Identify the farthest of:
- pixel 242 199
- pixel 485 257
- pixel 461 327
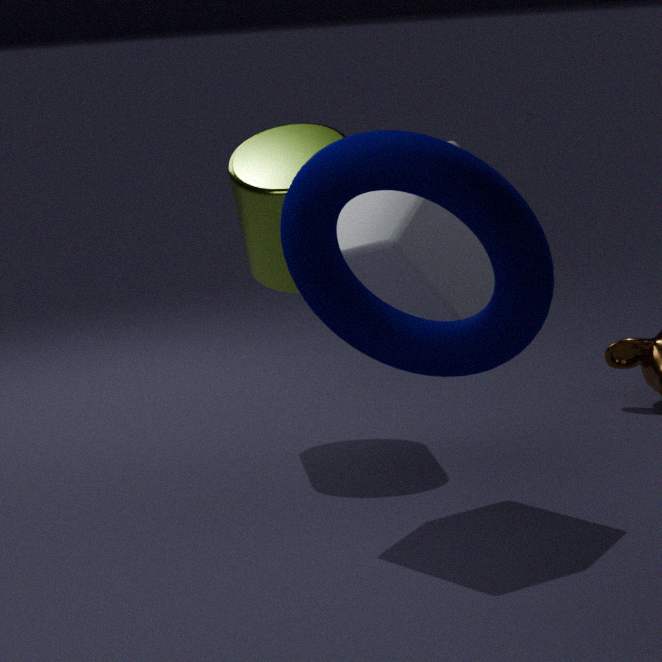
pixel 242 199
